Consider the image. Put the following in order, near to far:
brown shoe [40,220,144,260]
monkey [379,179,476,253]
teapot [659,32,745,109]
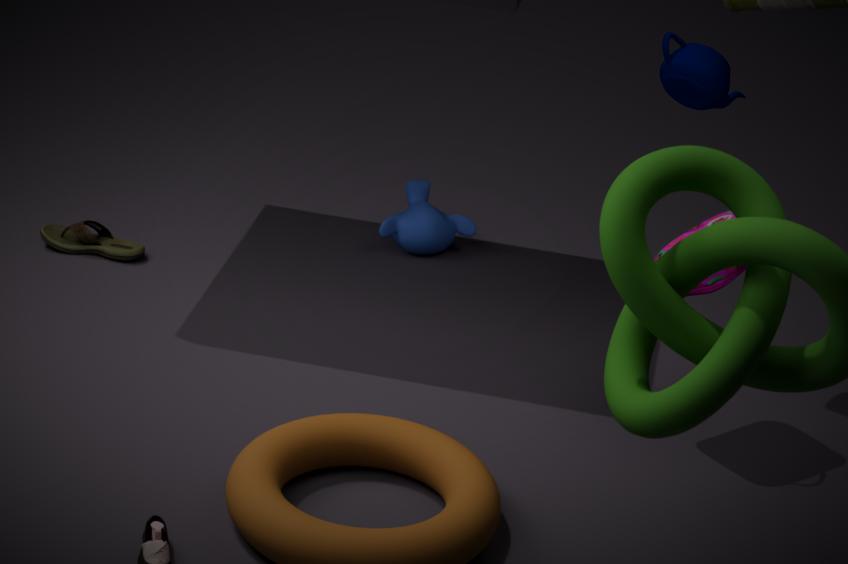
teapot [659,32,745,109], brown shoe [40,220,144,260], monkey [379,179,476,253]
